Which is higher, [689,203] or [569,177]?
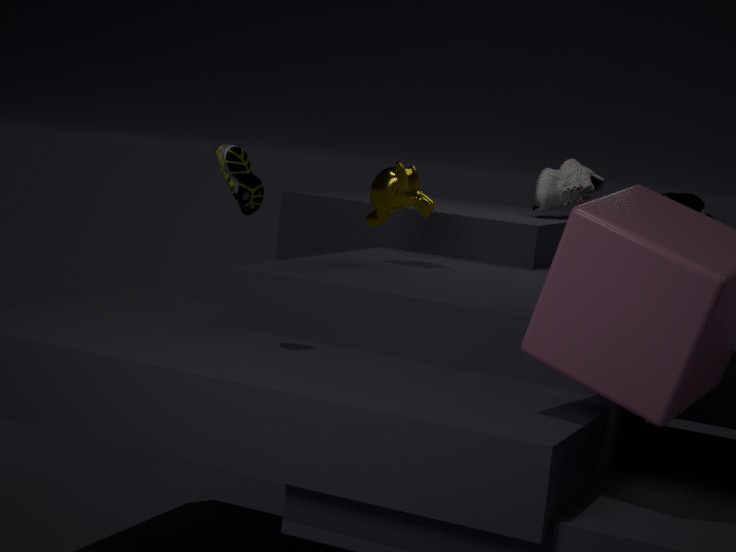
[569,177]
